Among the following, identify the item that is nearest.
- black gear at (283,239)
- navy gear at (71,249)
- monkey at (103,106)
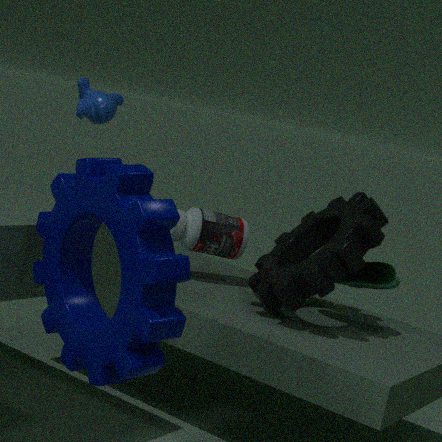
navy gear at (71,249)
